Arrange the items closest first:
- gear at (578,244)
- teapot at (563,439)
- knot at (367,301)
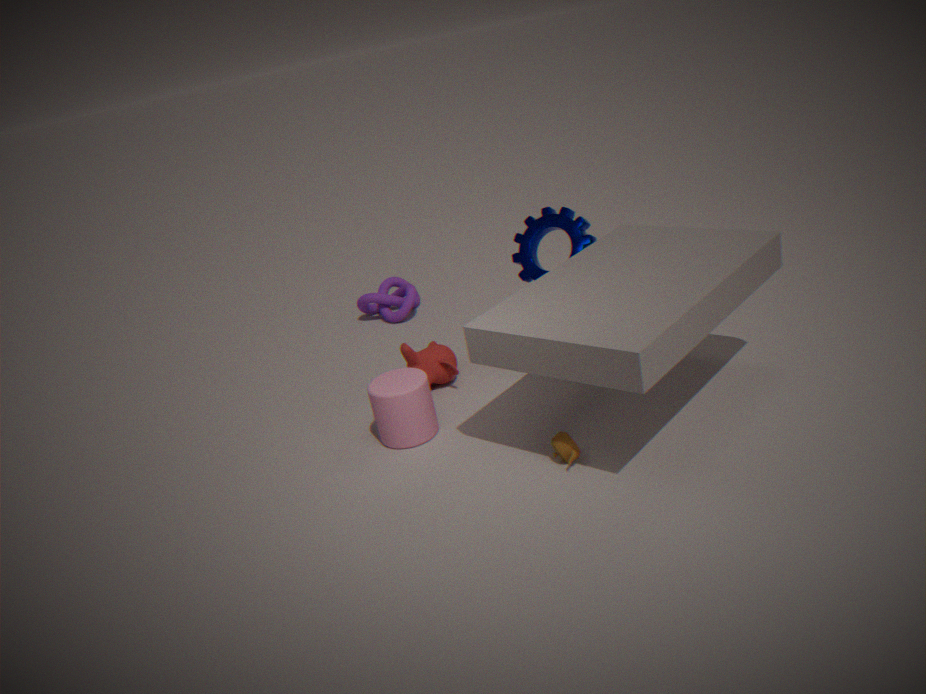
teapot at (563,439)
gear at (578,244)
knot at (367,301)
